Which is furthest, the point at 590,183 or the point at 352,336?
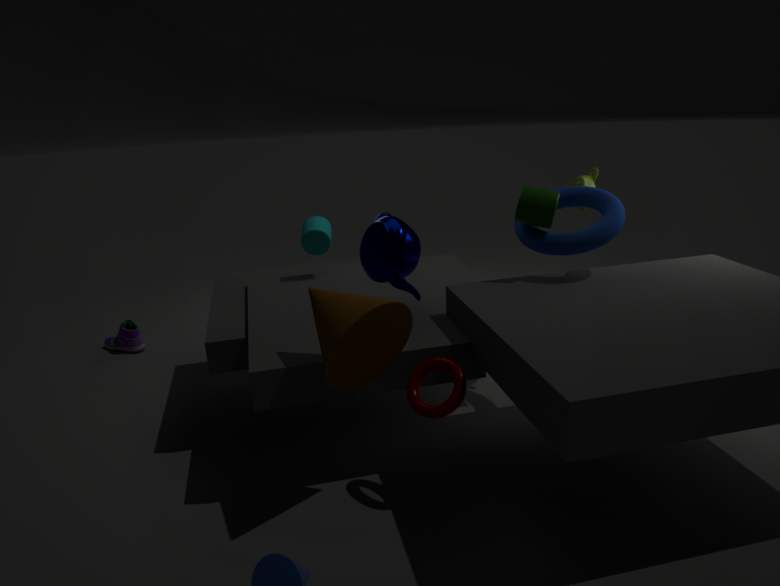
the point at 590,183
